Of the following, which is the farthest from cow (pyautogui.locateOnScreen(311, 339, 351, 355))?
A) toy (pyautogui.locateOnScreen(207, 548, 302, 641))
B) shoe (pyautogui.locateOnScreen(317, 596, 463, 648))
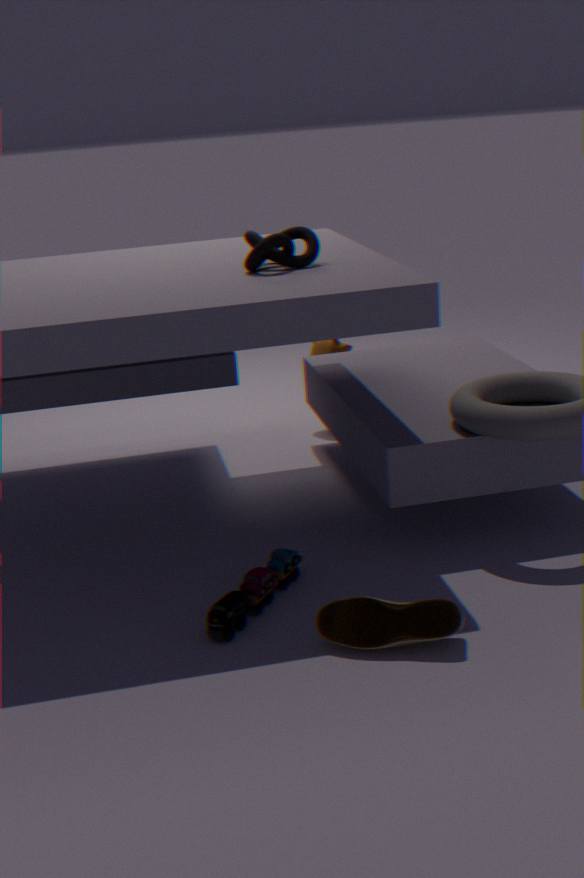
shoe (pyautogui.locateOnScreen(317, 596, 463, 648))
